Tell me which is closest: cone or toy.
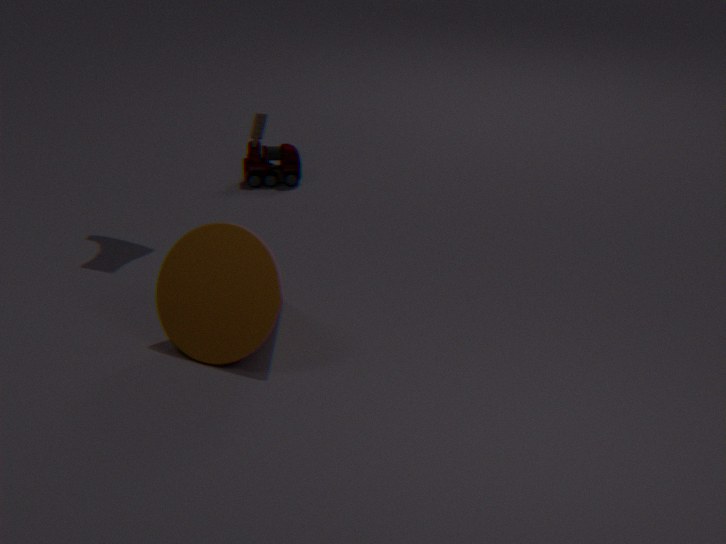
cone
